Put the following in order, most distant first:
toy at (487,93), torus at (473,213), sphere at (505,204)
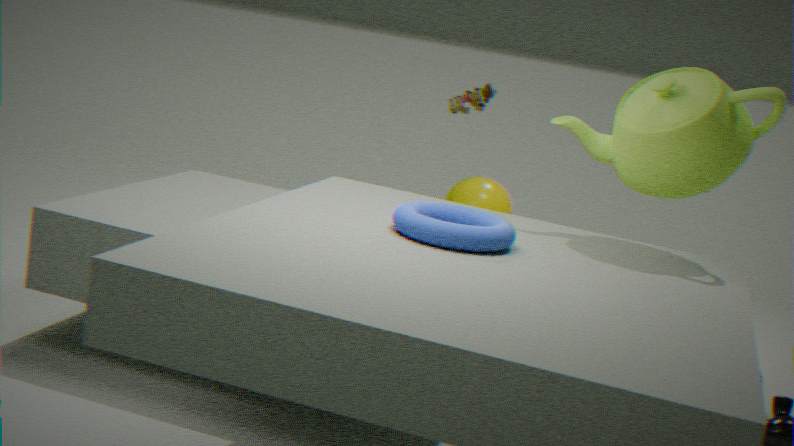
sphere at (505,204) < toy at (487,93) < torus at (473,213)
